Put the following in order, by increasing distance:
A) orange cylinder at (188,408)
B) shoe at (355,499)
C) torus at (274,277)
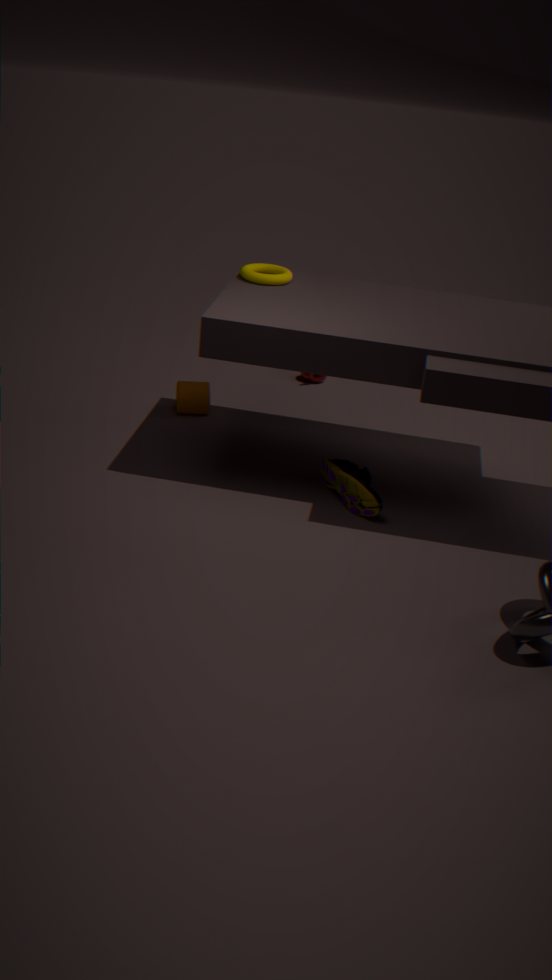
shoe at (355,499) < torus at (274,277) < orange cylinder at (188,408)
